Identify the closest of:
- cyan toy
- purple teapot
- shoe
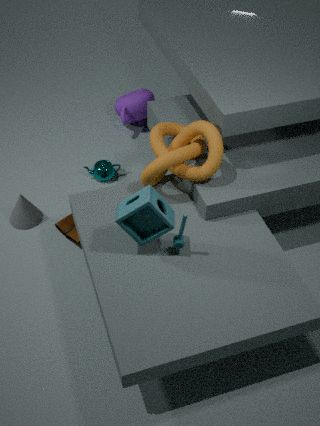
cyan toy
